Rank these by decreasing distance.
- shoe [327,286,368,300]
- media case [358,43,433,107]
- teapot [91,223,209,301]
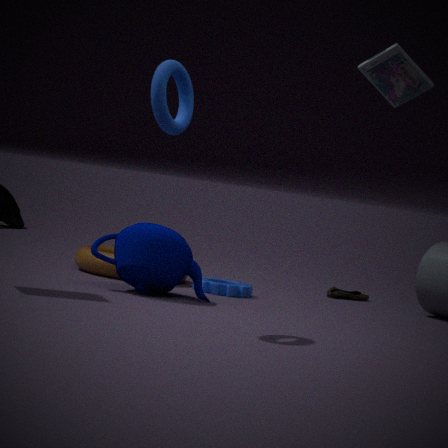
shoe [327,286,368,300], teapot [91,223,209,301], media case [358,43,433,107]
